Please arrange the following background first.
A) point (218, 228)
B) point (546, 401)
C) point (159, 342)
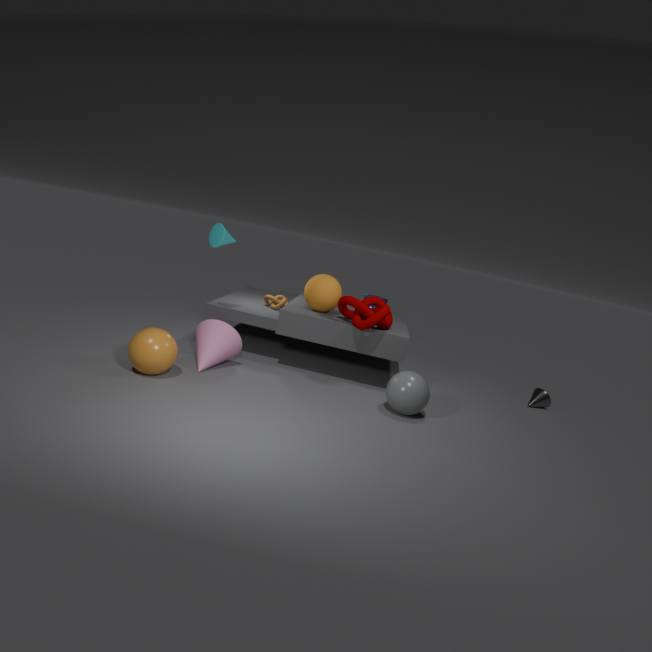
point (546, 401) < point (218, 228) < point (159, 342)
